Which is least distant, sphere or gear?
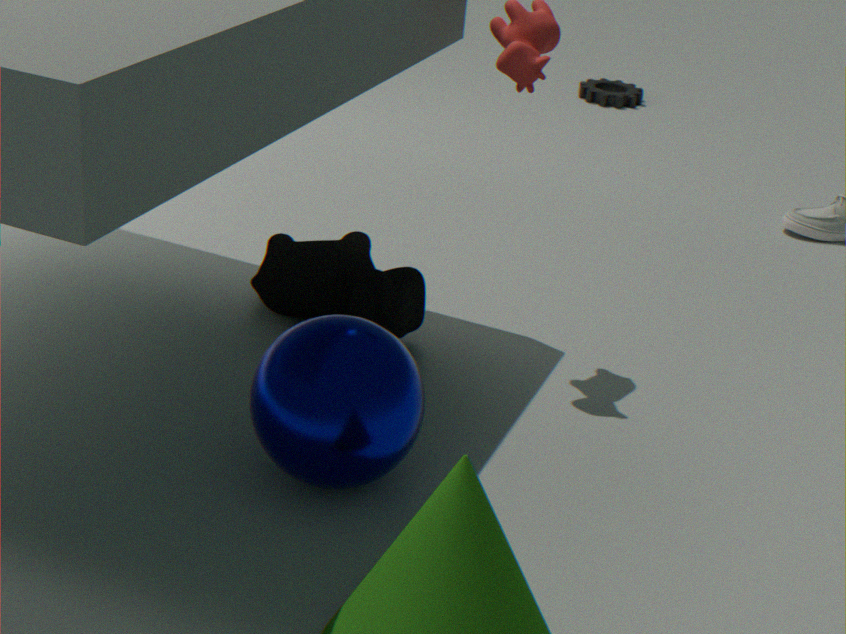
sphere
